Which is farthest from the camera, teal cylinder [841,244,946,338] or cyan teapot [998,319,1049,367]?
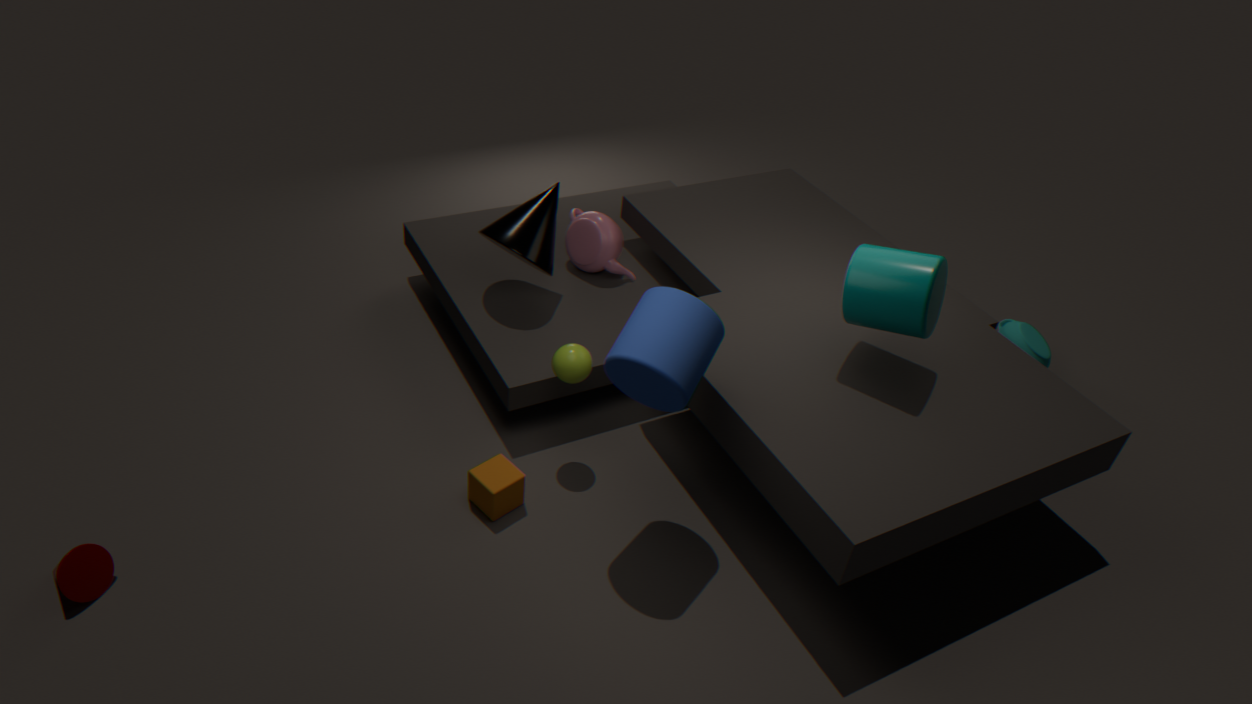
cyan teapot [998,319,1049,367]
